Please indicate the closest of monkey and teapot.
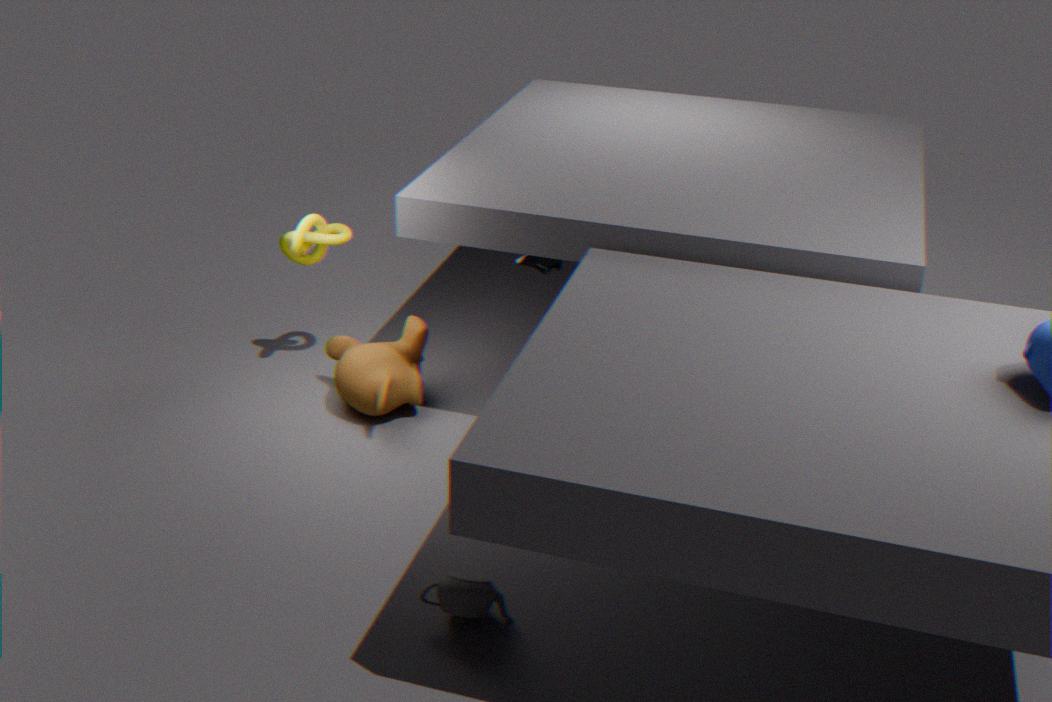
teapot
